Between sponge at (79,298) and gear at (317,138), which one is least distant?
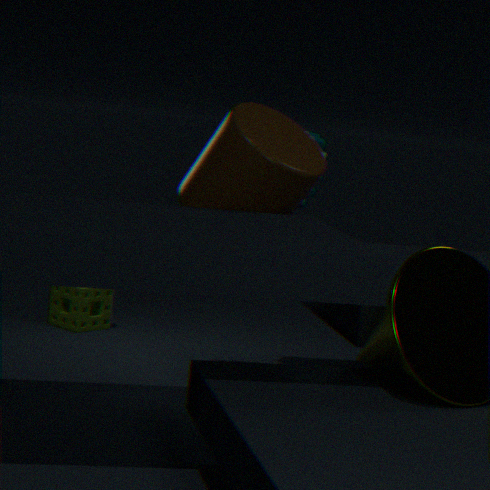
gear at (317,138)
